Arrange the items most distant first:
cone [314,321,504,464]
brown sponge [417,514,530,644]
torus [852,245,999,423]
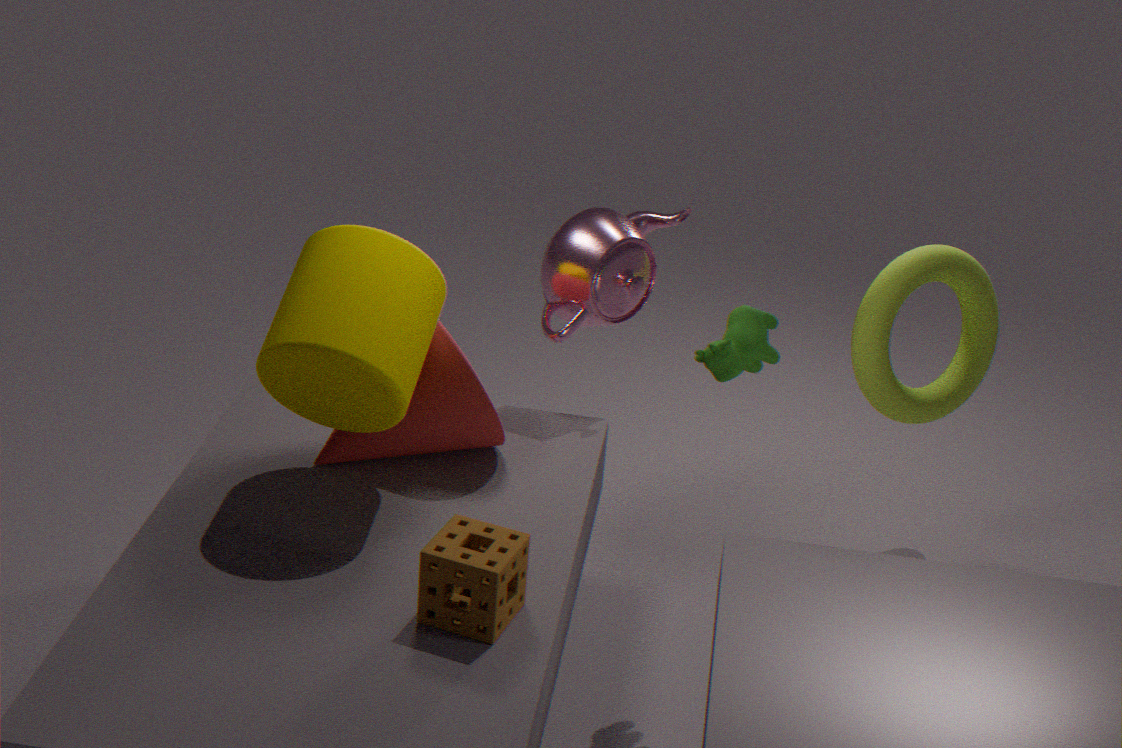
torus [852,245,999,423] < cone [314,321,504,464] < brown sponge [417,514,530,644]
